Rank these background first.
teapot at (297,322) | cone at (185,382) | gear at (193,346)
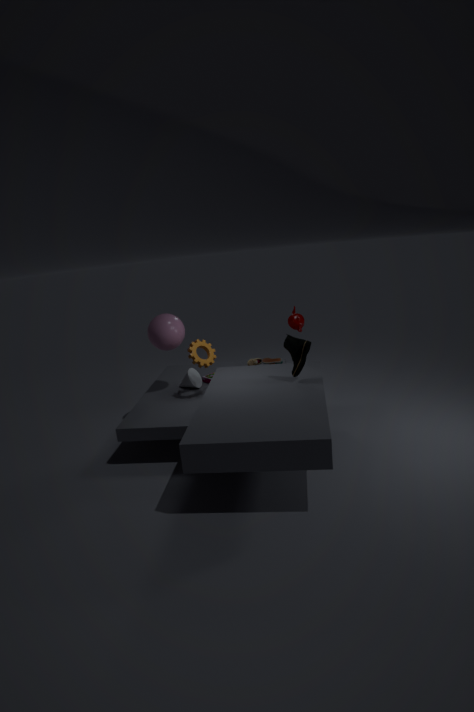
1. cone at (185,382)
2. teapot at (297,322)
3. gear at (193,346)
